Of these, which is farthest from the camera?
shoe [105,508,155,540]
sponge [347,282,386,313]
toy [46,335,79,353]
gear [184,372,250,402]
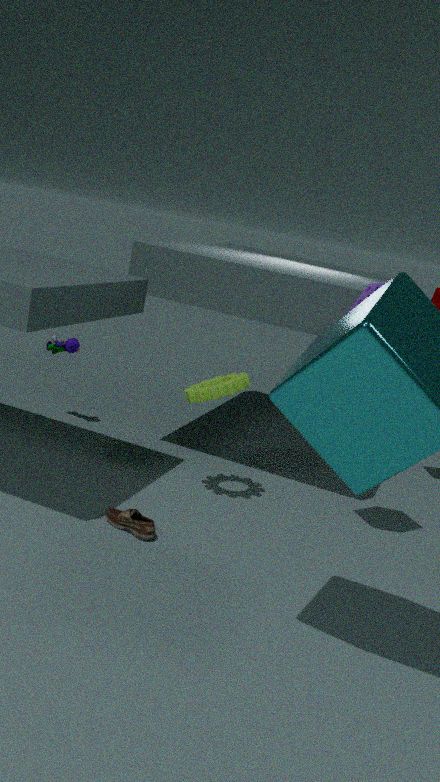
toy [46,335,79,353]
